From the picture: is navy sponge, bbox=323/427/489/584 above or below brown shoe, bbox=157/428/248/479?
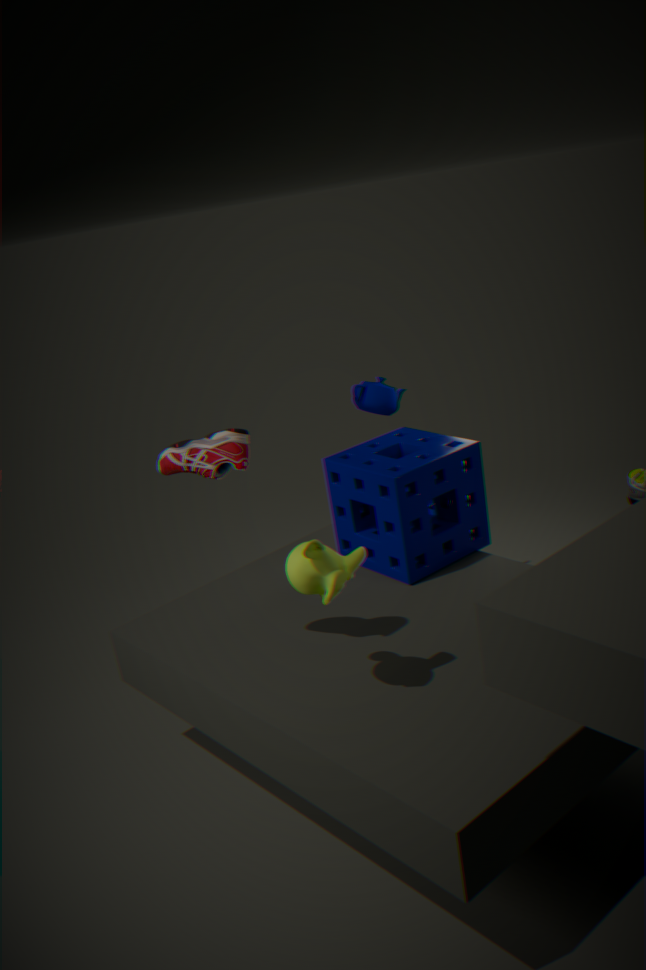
below
